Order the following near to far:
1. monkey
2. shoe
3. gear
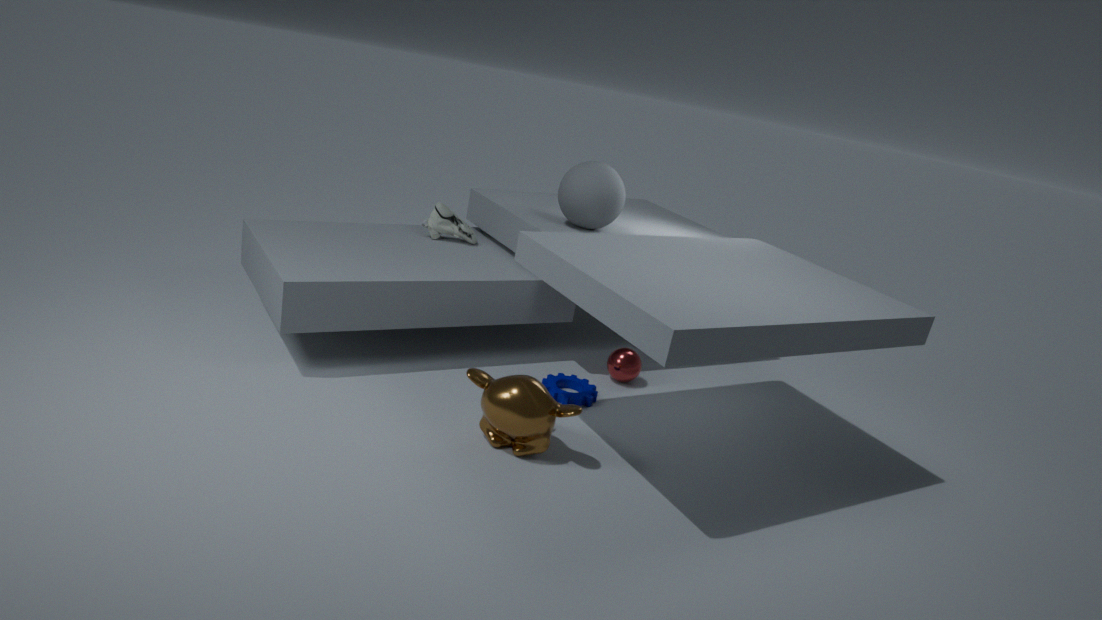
1. monkey
2. gear
3. shoe
